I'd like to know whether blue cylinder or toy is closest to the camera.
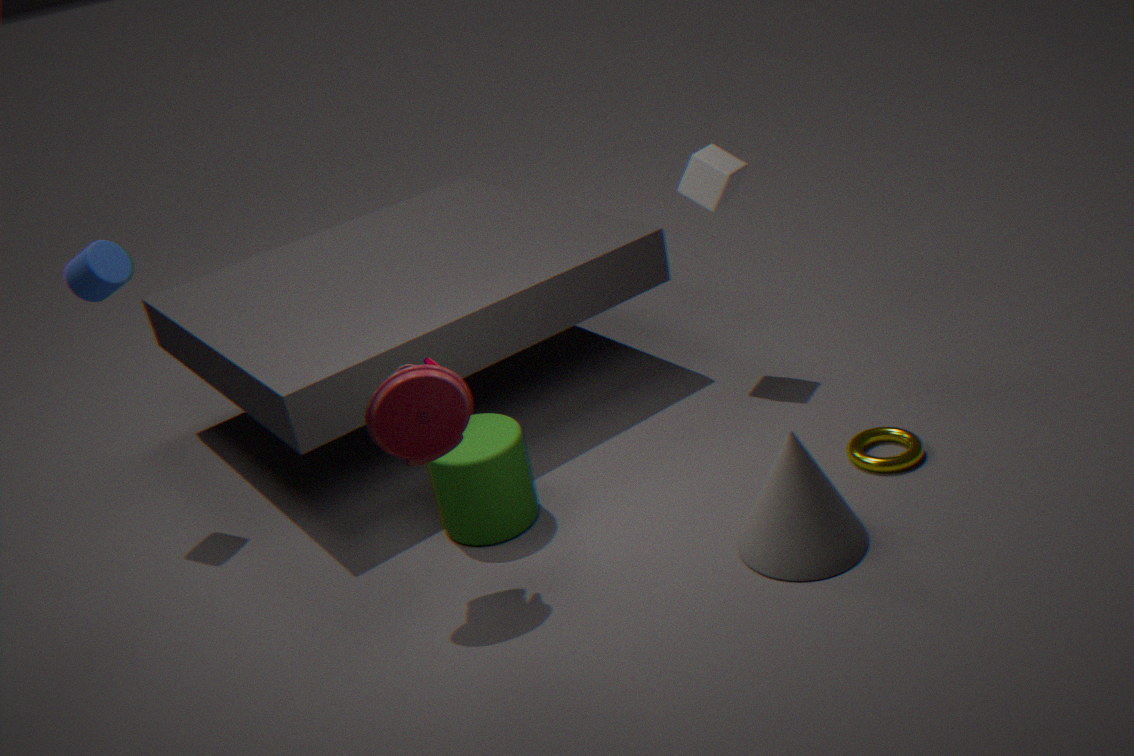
toy
